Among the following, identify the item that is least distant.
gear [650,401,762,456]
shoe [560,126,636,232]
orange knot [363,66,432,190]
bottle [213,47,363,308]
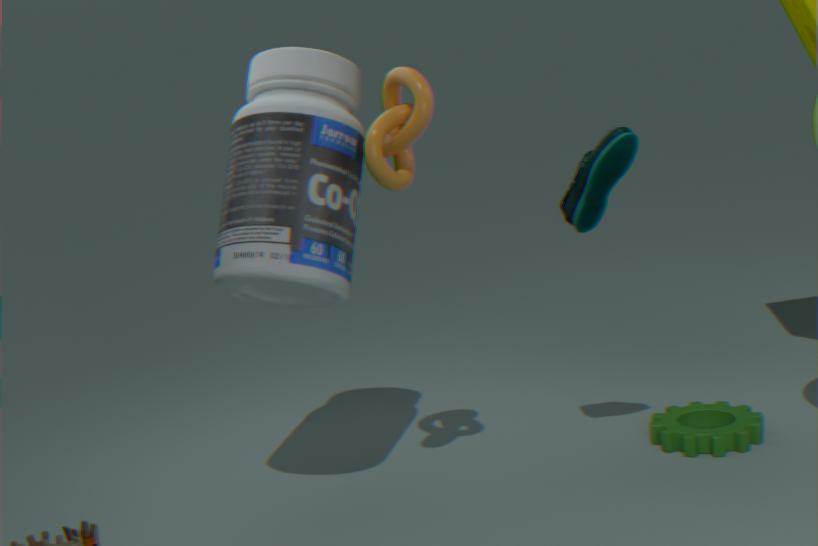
orange knot [363,66,432,190]
